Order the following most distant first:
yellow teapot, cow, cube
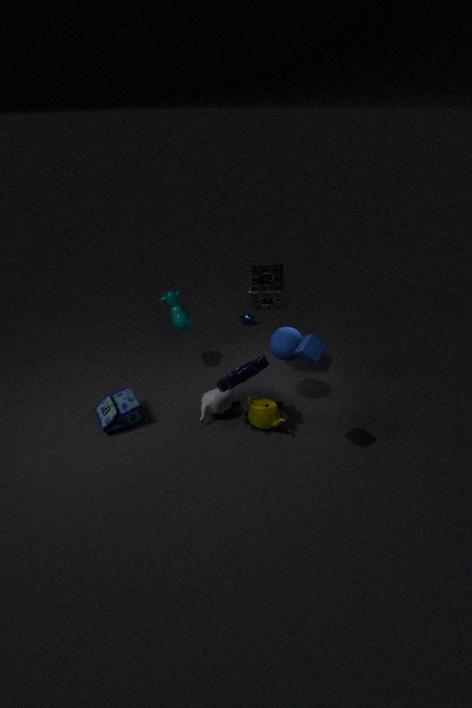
cow
yellow teapot
cube
